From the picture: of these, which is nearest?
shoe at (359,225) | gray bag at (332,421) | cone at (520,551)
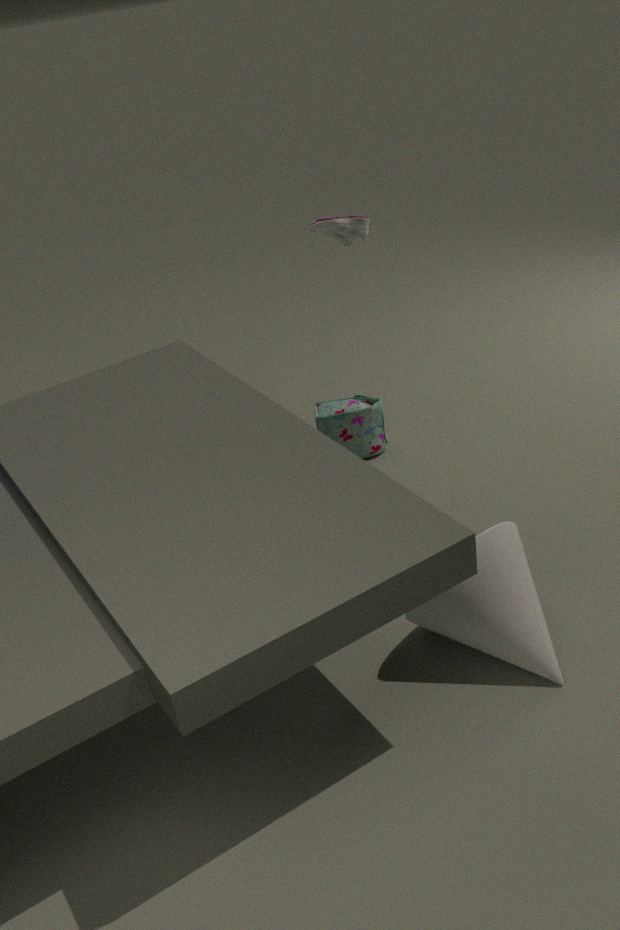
cone at (520,551)
